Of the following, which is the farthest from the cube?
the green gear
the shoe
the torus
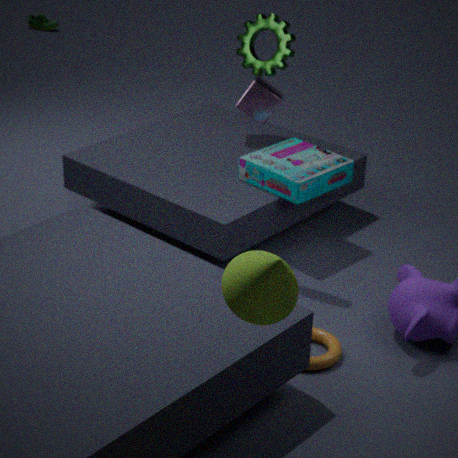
the shoe
